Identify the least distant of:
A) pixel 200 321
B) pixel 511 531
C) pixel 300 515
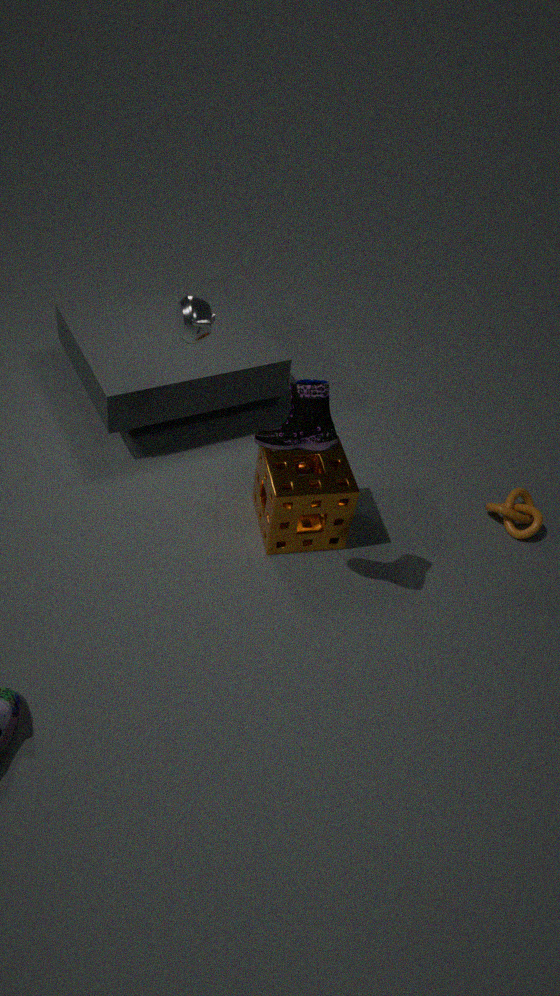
pixel 200 321
